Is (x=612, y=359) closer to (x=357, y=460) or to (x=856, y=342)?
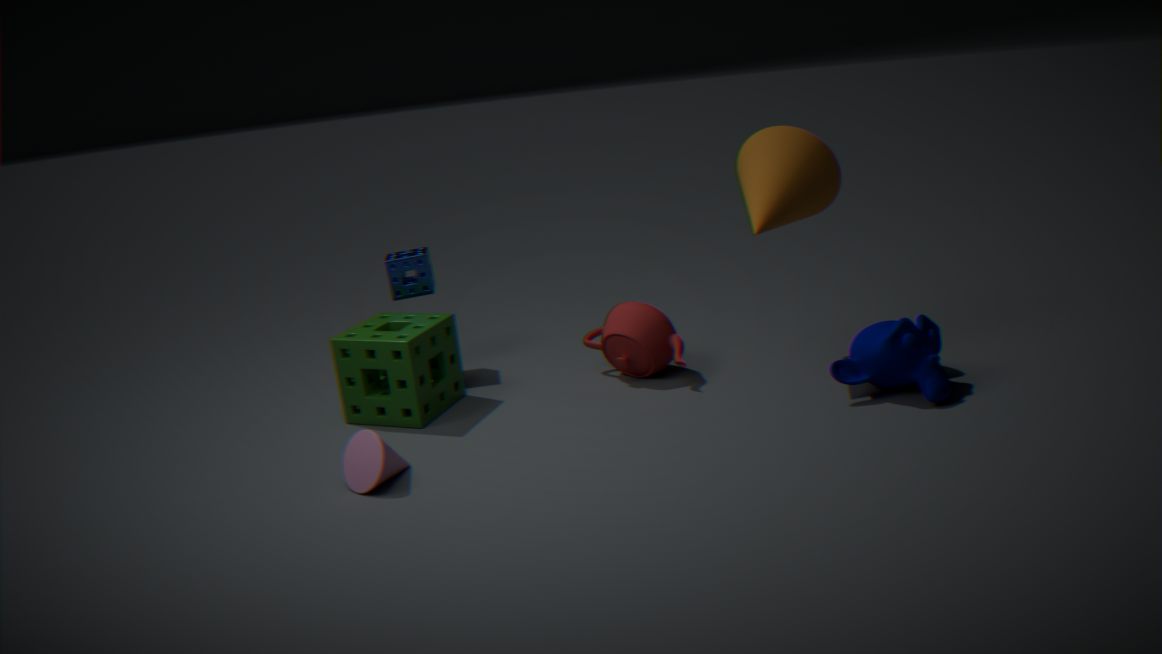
(x=856, y=342)
